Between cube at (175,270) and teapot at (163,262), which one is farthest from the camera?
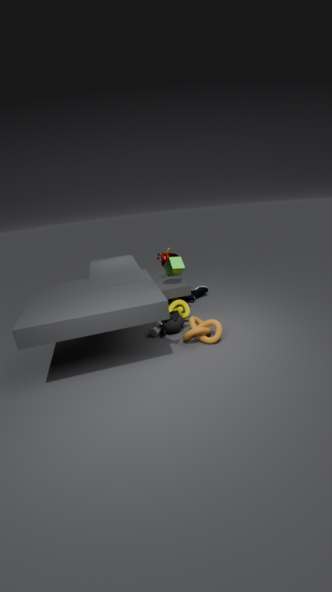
teapot at (163,262)
